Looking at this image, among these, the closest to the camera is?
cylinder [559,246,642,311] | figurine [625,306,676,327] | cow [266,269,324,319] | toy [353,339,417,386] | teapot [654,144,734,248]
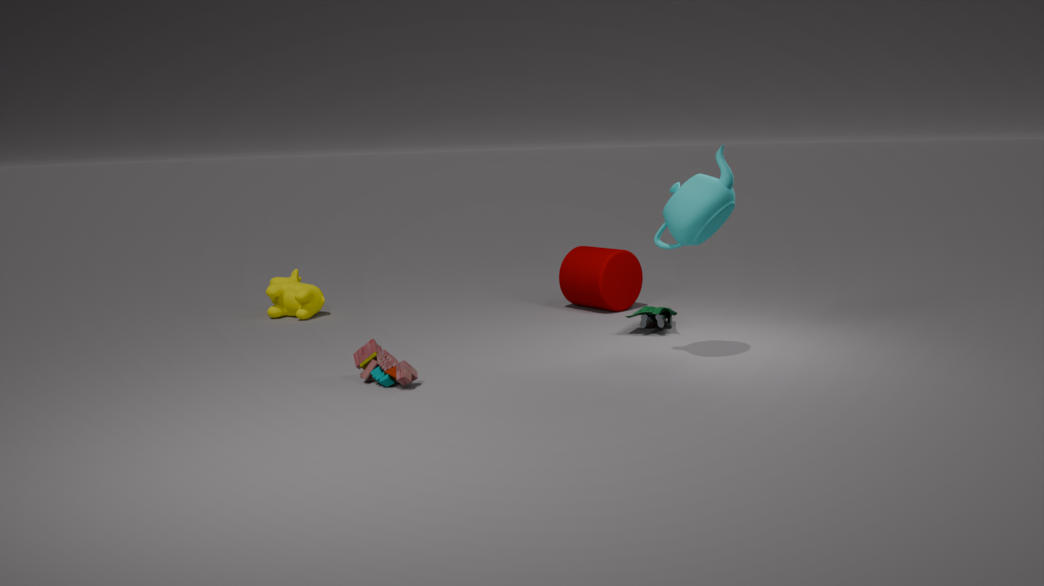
toy [353,339,417,386]
